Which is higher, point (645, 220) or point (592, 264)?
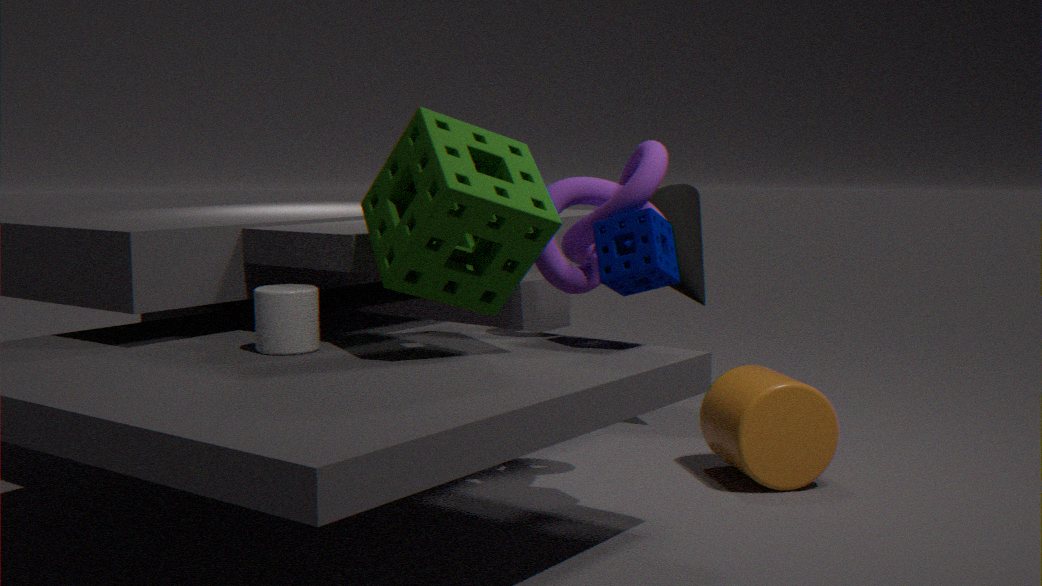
point (592, 264)
